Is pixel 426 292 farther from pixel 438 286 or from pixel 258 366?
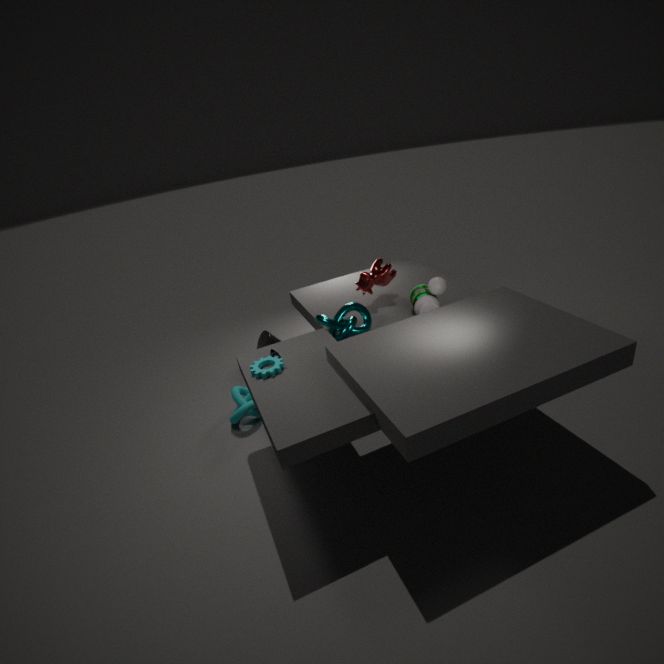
pixel 258 366
